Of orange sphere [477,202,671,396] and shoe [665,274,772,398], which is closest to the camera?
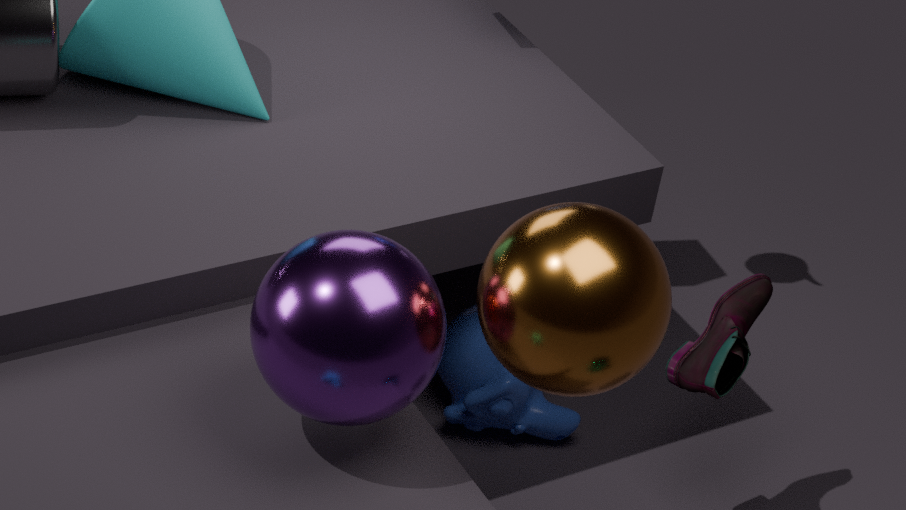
orange sphere [477,202,671,396]
